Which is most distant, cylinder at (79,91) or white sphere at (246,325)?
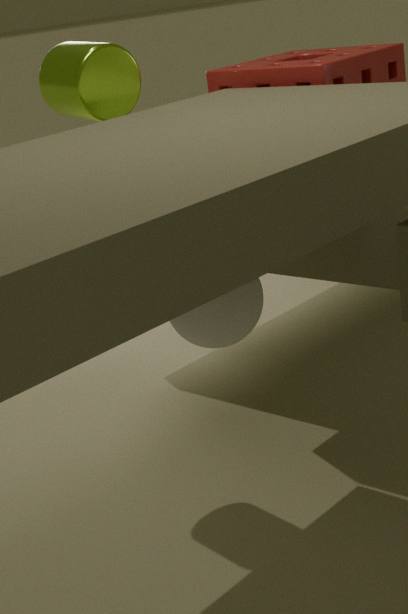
cylinder at (79,91)
